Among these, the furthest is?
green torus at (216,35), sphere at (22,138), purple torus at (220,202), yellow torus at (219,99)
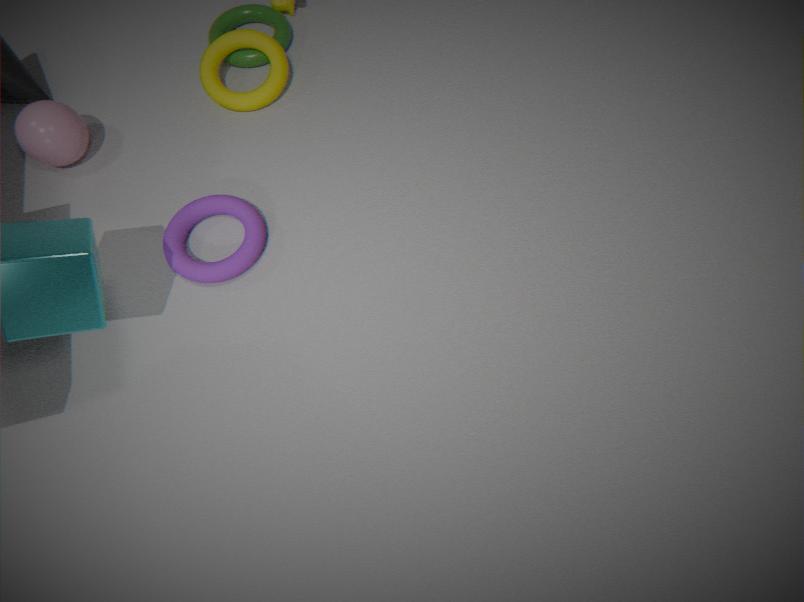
green torus at (216,35)
